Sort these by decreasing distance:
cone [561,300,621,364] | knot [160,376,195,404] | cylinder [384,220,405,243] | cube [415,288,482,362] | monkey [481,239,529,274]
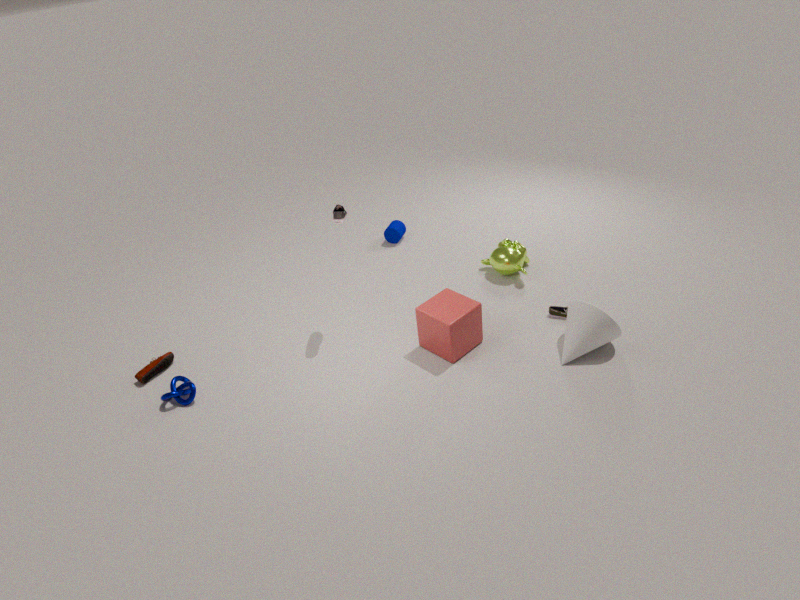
cylinder [384,220,405,243], monkey [481,239,529,274], cube [415,288,482,362], knot [160,376,195,404], cone [561,300,621,364]
